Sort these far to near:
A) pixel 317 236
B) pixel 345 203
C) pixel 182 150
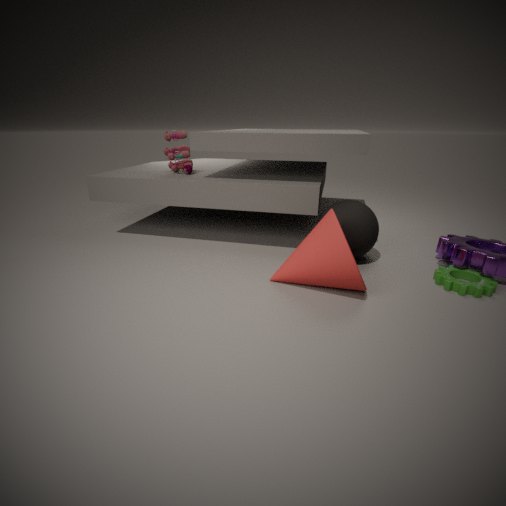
pixel 182 150, pixel 345 203, pixel 317 236
